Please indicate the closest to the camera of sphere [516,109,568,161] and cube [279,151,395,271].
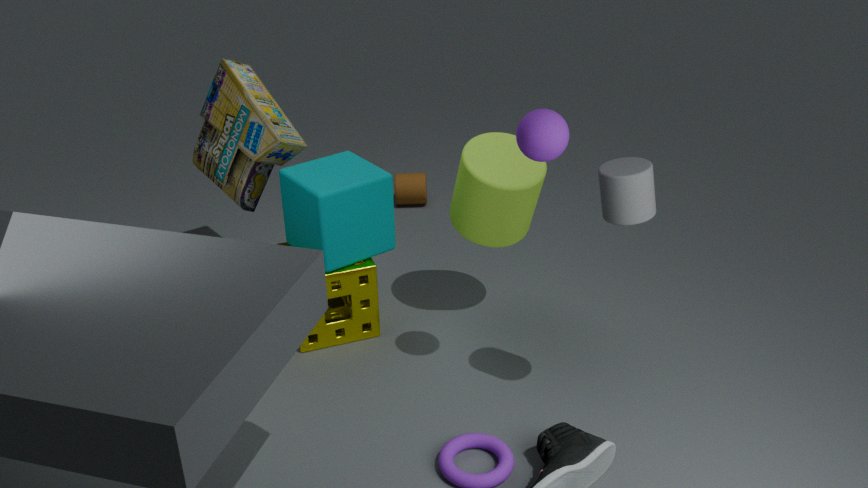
sphere [516,109,568,161]
